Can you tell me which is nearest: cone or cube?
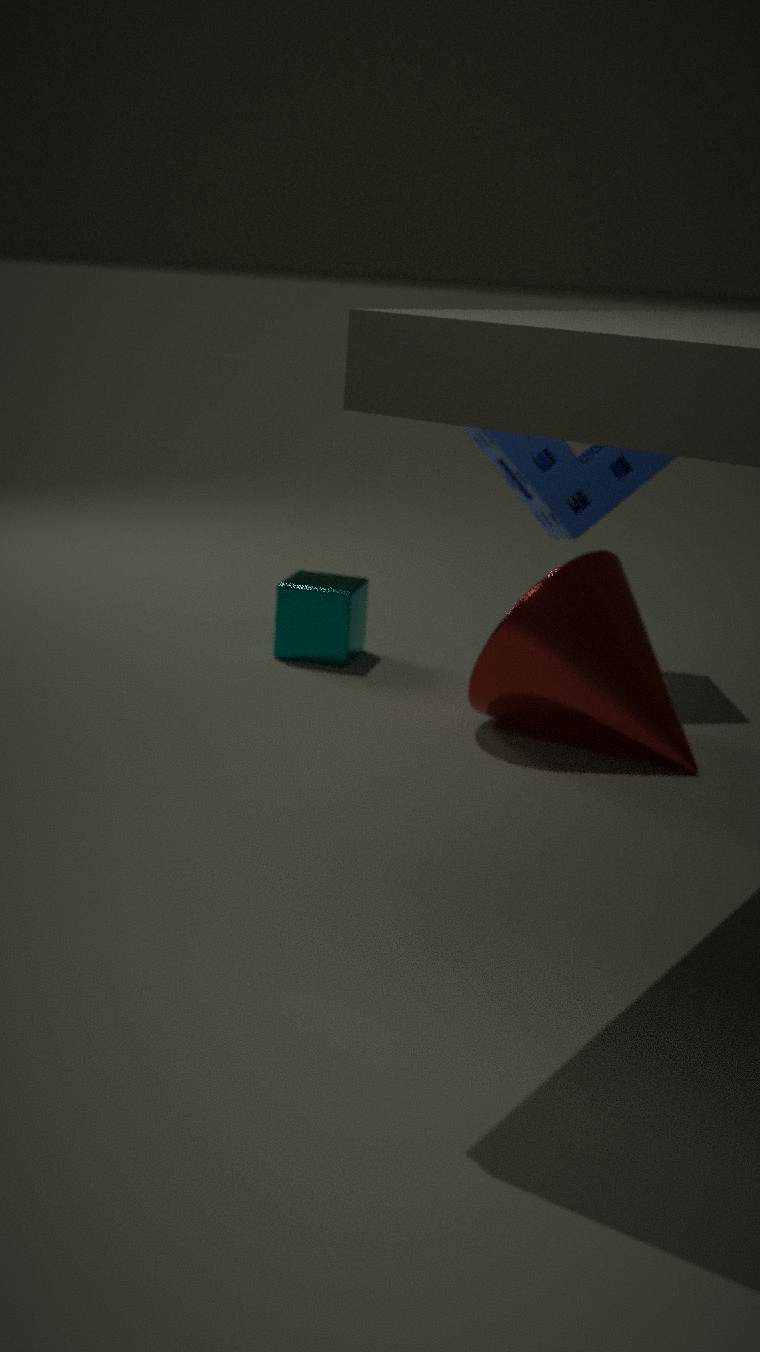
cone
